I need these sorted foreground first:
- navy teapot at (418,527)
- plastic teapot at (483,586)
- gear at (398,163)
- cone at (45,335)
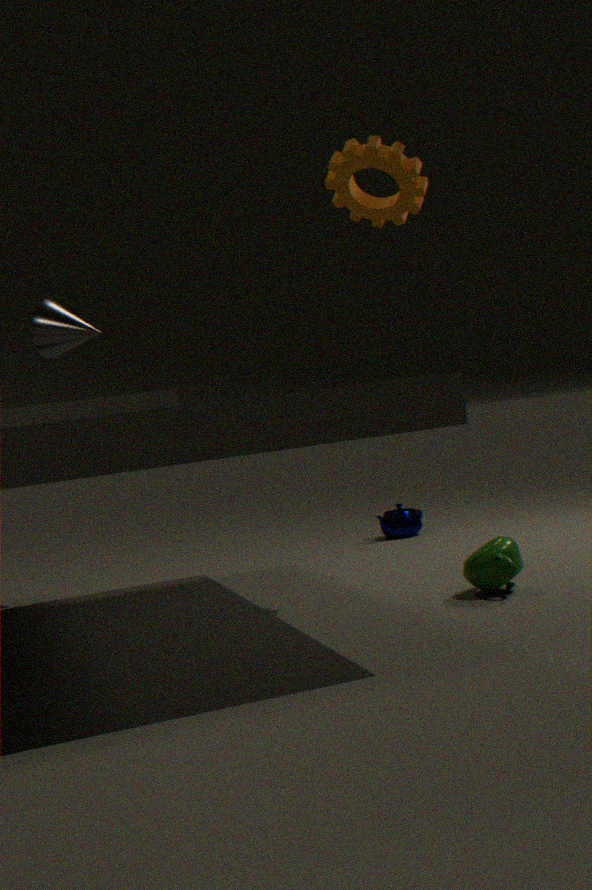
gear at (398,163), plastic teapot at (483,586), cone at (45,335), navy teapot at (418,527)
